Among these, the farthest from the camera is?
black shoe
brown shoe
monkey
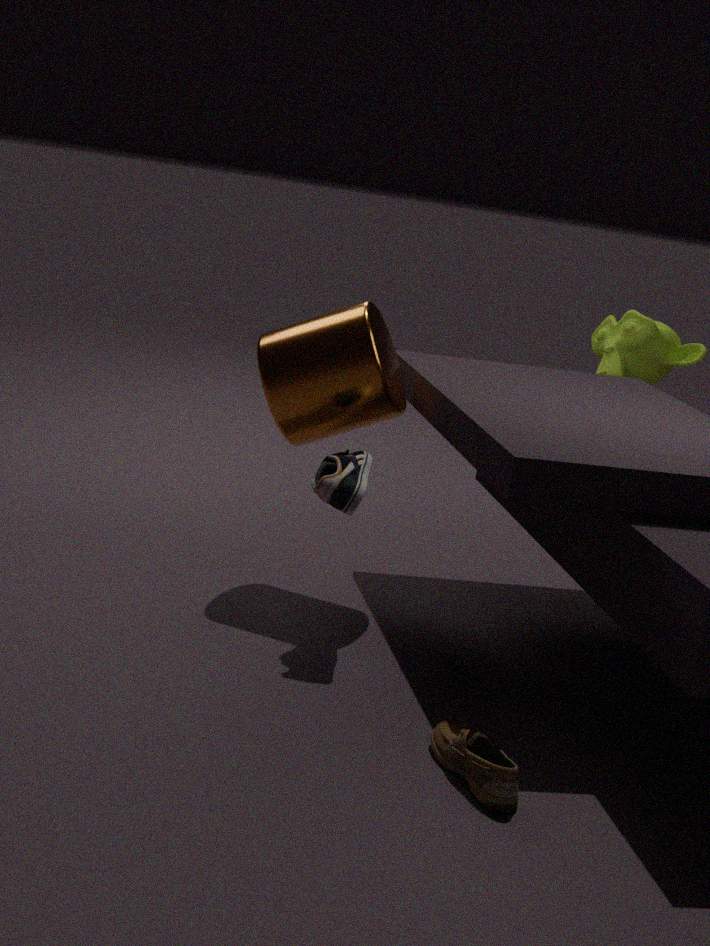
monkey
